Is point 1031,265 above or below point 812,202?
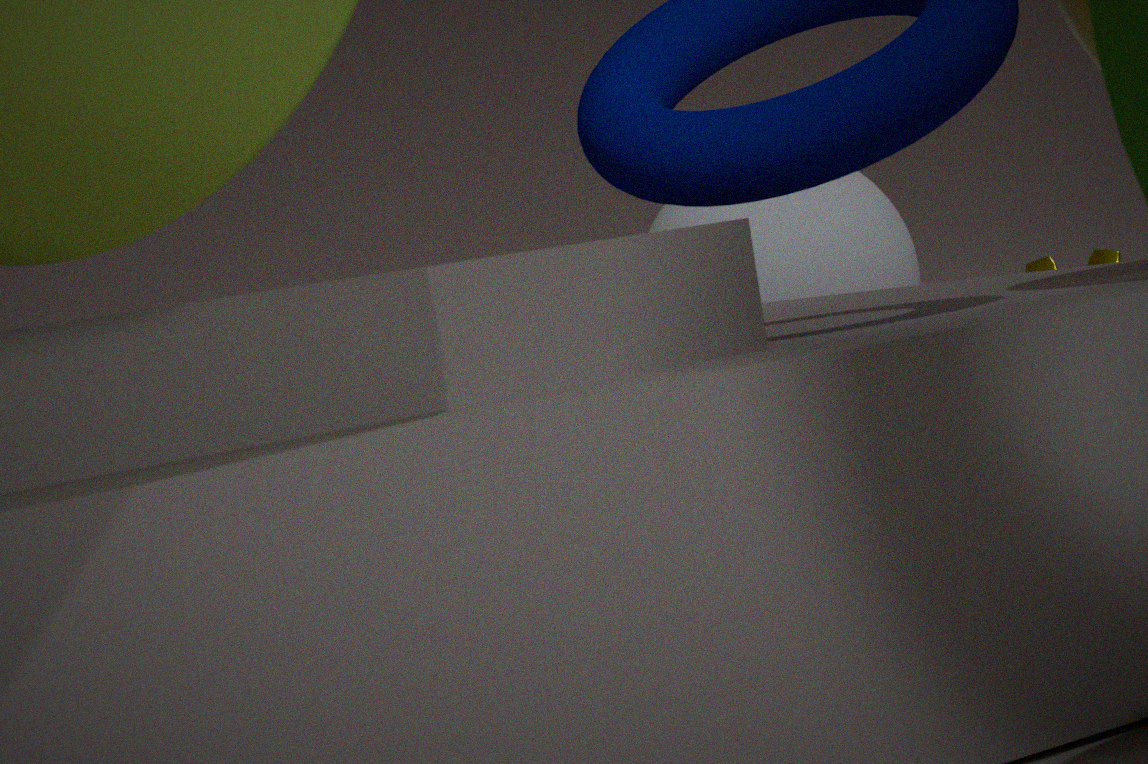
below
